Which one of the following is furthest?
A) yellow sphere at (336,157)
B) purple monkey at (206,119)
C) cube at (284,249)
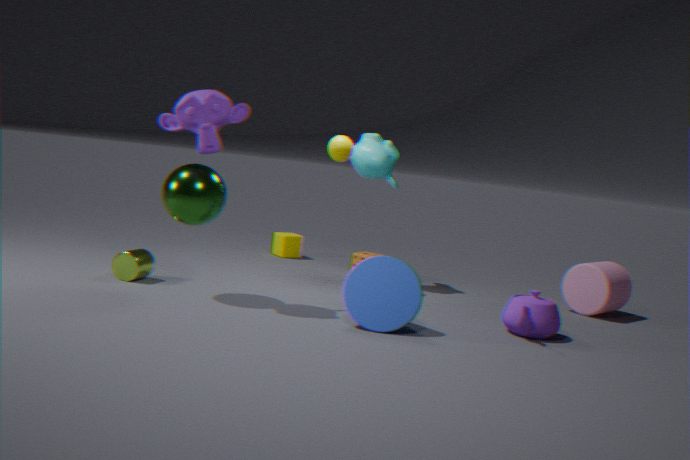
cube at (284,249)
